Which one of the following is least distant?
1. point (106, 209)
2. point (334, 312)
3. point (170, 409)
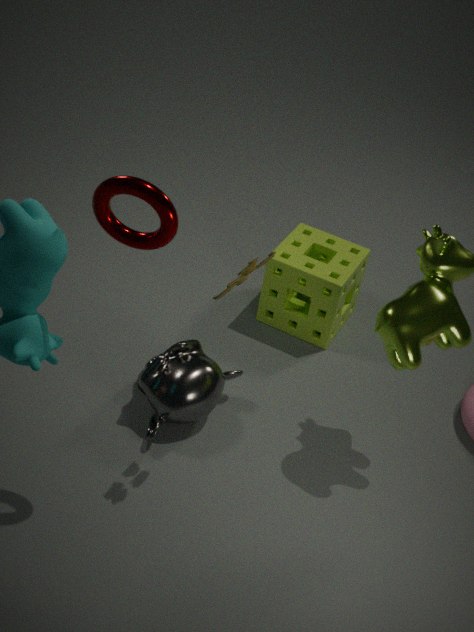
point (106, 209)
